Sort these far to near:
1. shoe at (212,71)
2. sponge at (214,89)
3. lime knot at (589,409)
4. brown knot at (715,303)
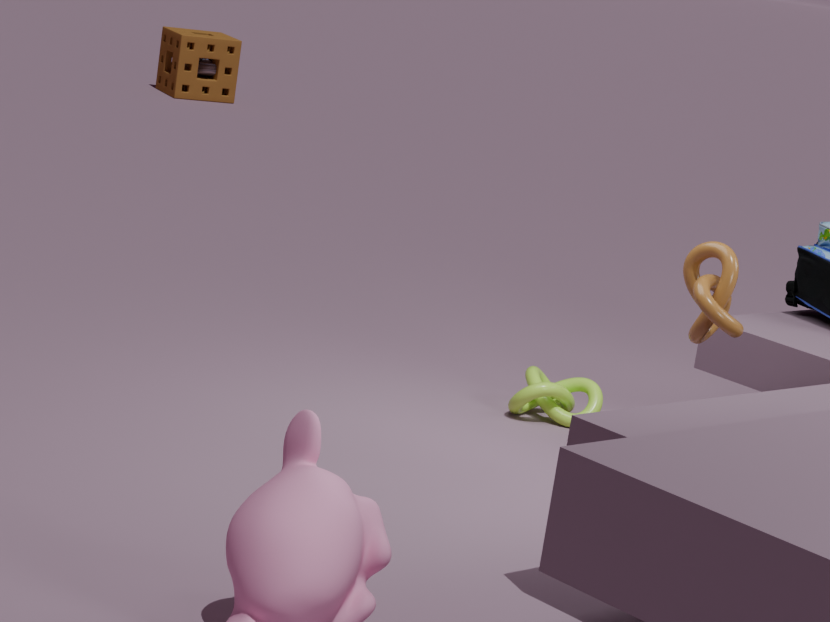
1. shoe at (212,71)
2. sponge at (214,89)
3. lime knot at (589,409)
4. brown knot at (715,303)
